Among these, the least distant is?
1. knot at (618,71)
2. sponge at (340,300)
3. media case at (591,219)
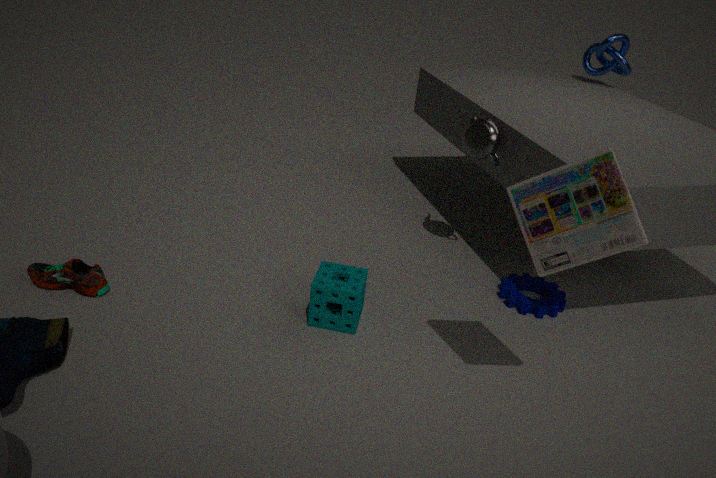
media case at (591,219)
